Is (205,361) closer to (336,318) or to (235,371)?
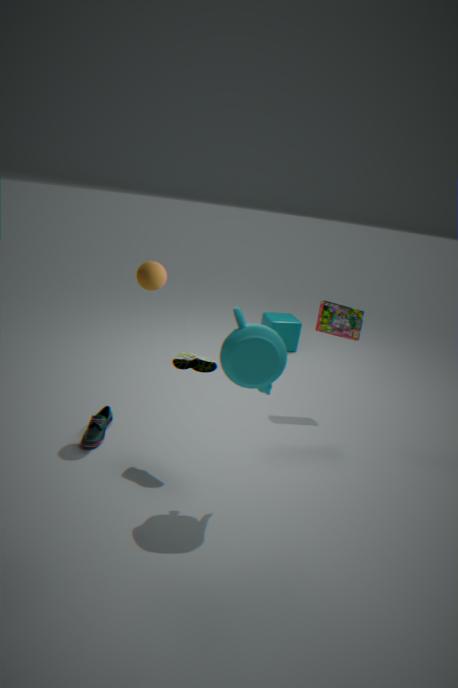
(235,371)
